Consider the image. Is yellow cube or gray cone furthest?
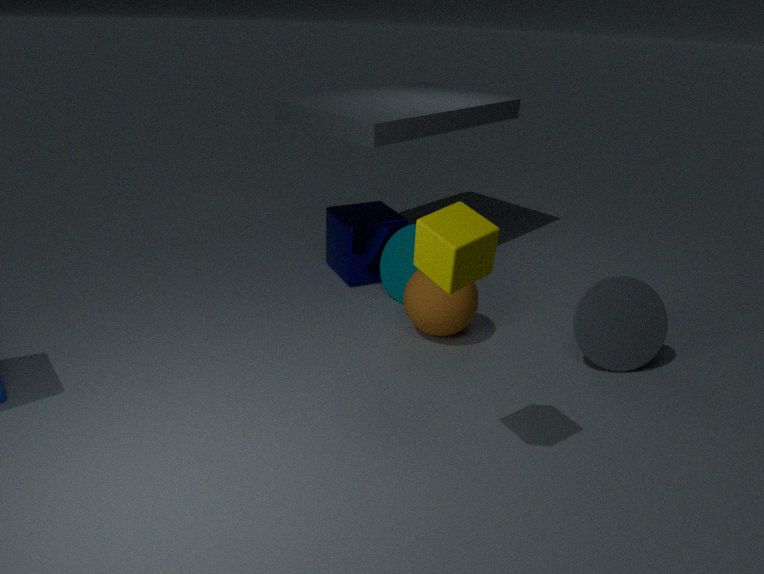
gray cone
